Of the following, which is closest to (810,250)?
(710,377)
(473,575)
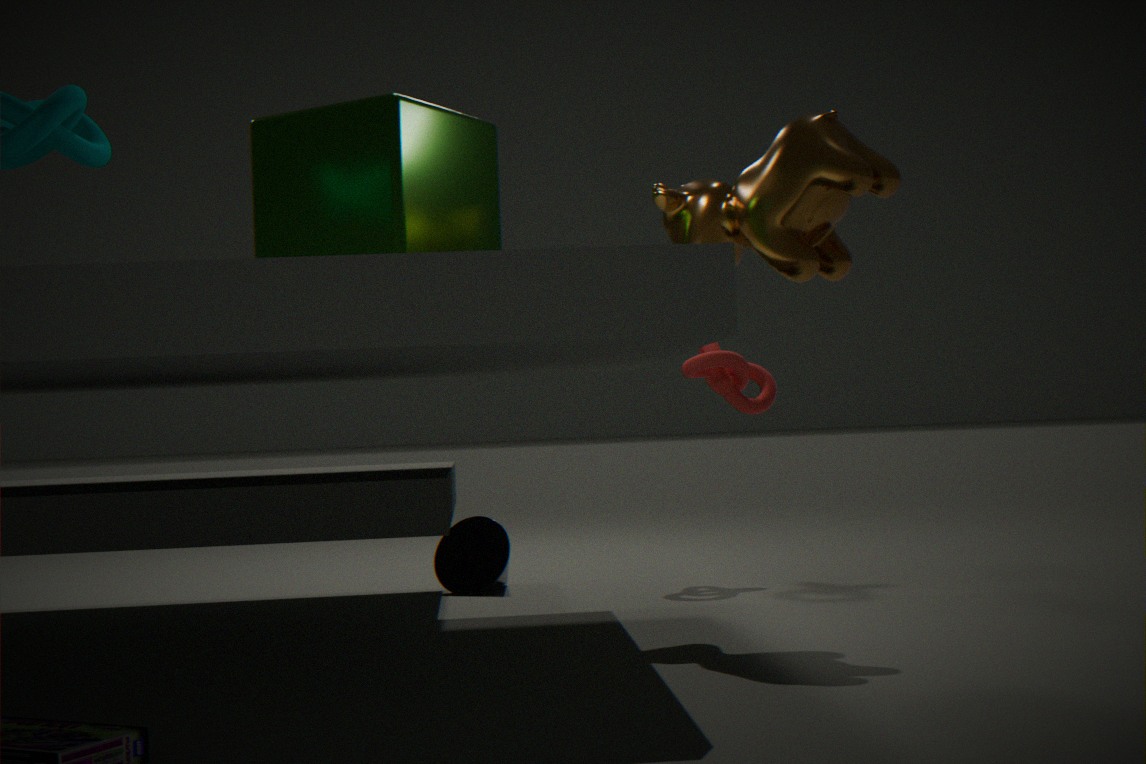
(710,377)
